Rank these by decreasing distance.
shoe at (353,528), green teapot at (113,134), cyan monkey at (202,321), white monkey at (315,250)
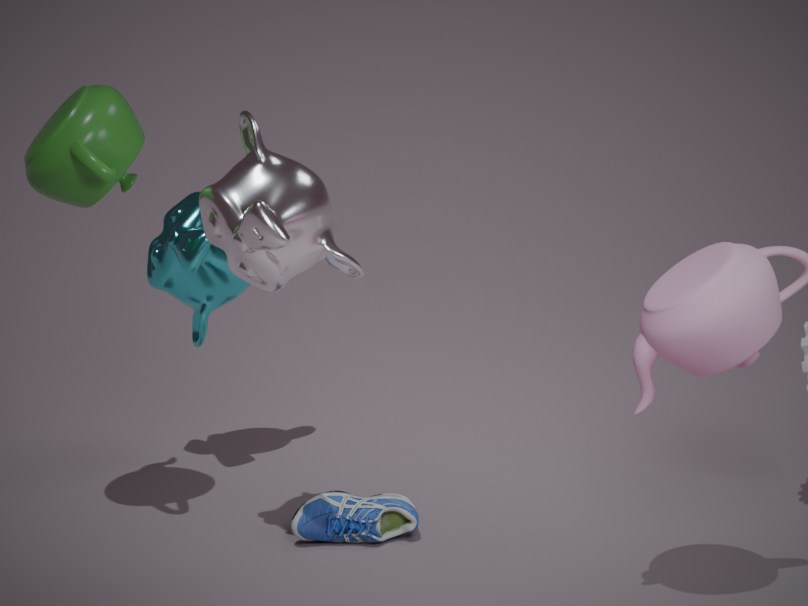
cyan monkey at (202,321) < shoe at (353,528) < green teapot at (113,134) < white monkey at (315,250)
